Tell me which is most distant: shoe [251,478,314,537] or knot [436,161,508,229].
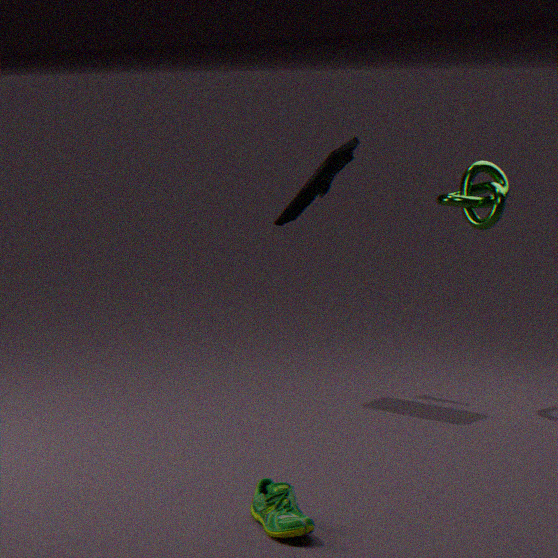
knot [436,161,508,229]
